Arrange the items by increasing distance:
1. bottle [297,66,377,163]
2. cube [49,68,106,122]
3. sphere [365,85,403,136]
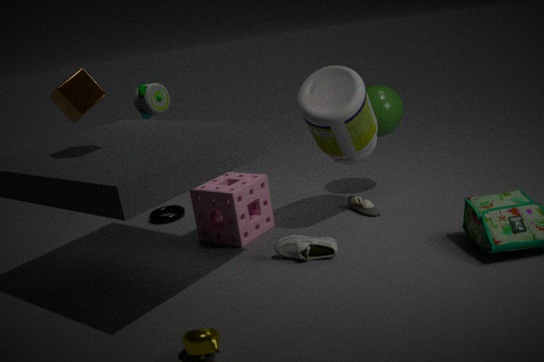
cube [49,68,106,122] < bottle [297,66,377,163] < sphere [365,85,403,136]
